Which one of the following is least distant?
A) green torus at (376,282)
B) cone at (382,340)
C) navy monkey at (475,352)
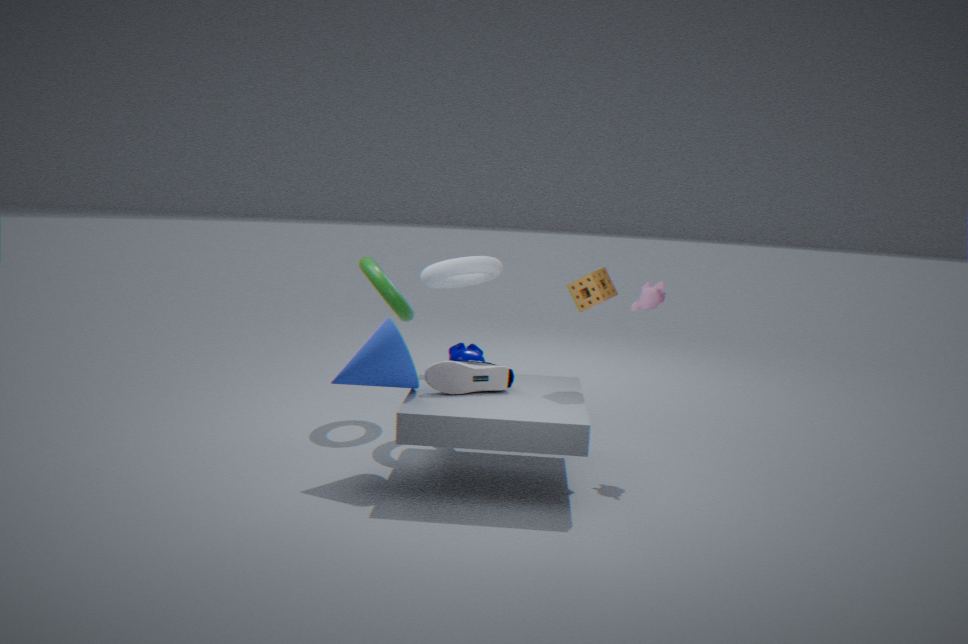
cone at (382,340)
